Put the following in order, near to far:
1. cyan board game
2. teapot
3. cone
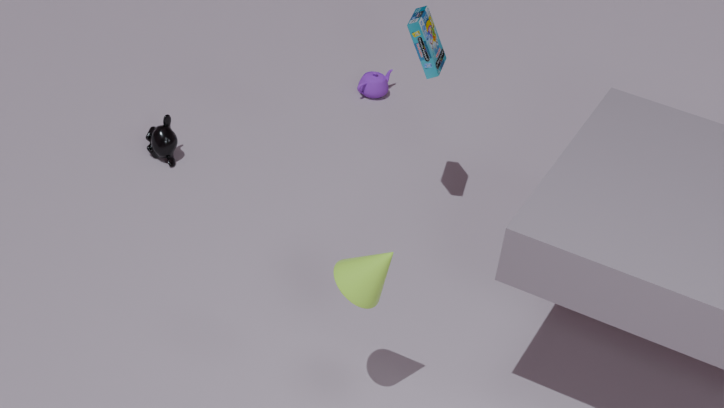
cone → cyan board game → teapot
